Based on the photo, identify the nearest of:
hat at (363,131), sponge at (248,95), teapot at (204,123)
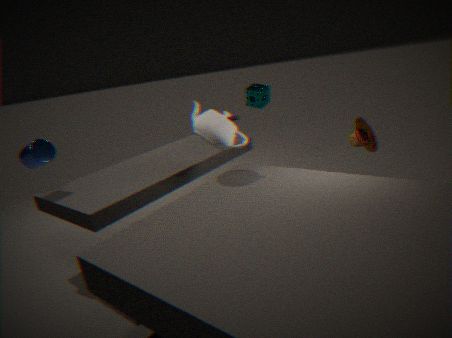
teapot at (204,123)
